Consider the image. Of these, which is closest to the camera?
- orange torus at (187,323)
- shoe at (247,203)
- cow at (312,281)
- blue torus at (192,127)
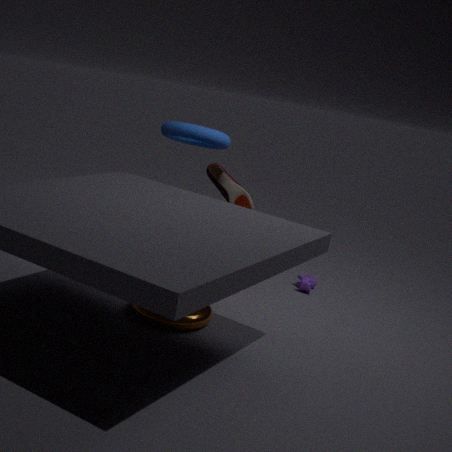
orange torus at (187,323)
